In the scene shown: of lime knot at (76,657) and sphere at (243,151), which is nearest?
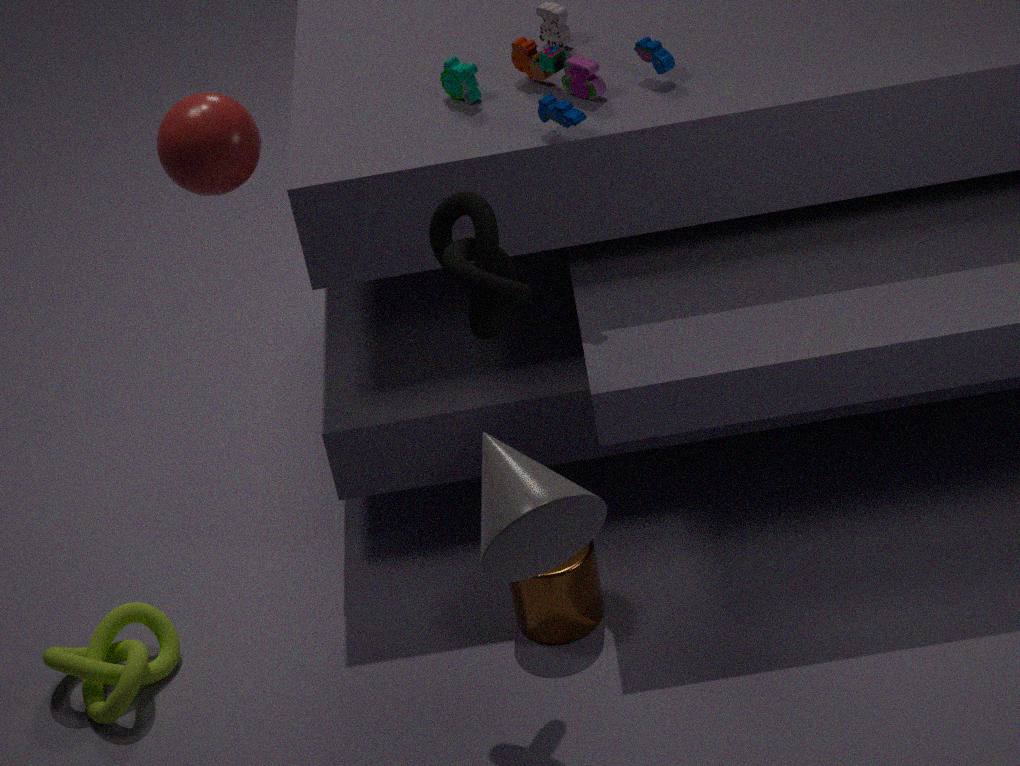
sphere at (243,151)
